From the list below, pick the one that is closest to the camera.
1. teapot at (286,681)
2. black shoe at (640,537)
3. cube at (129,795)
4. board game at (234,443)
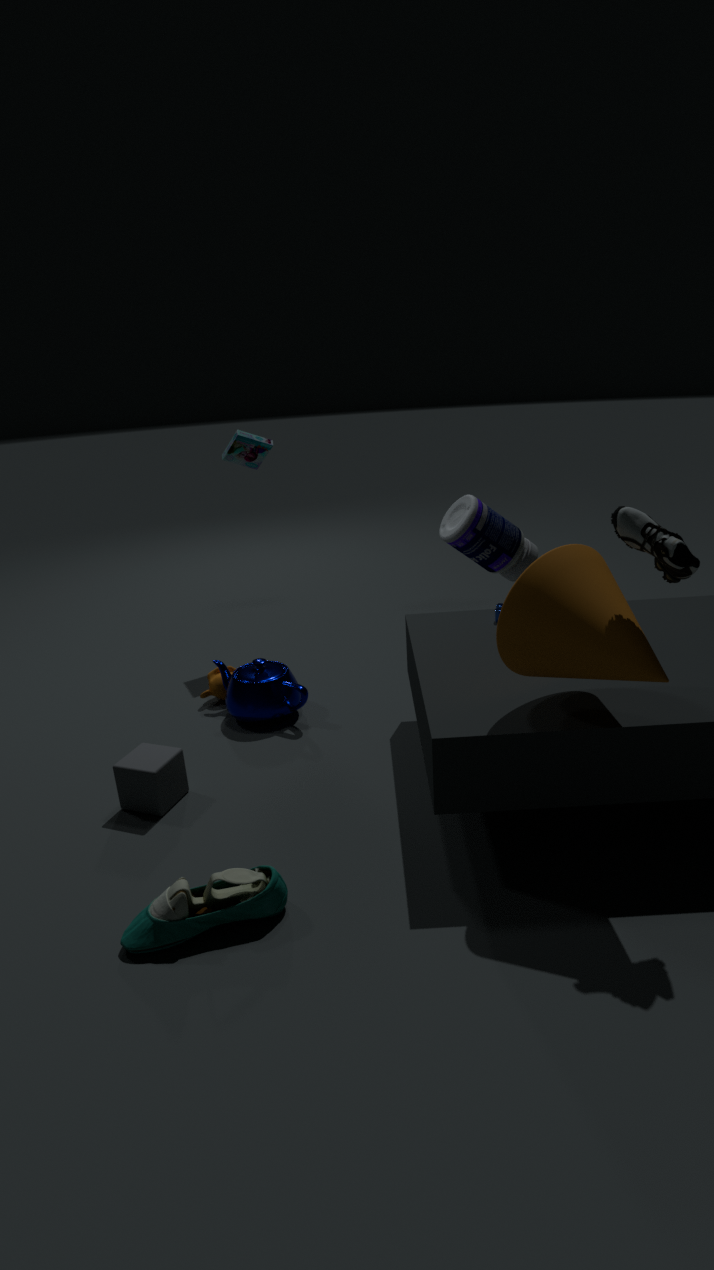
black shoe at (640,537)
